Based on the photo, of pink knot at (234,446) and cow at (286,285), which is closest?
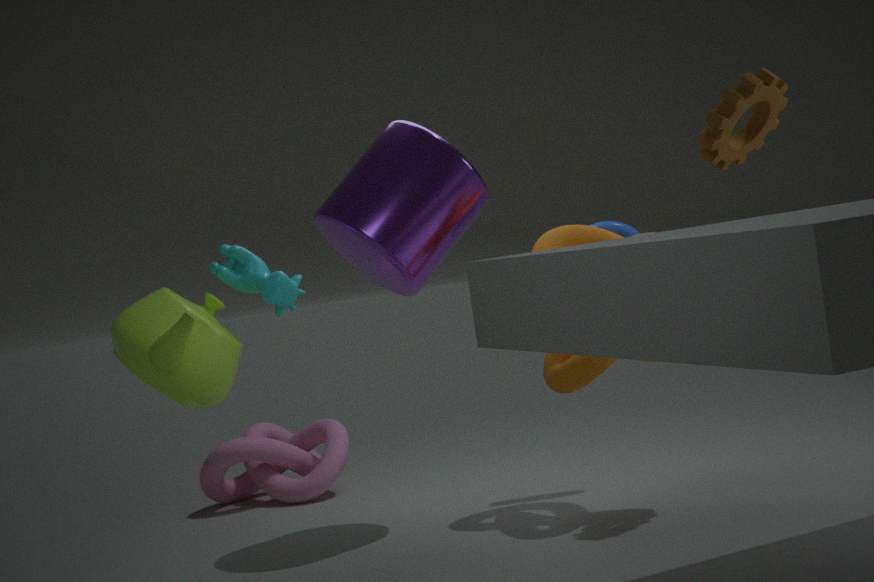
cow at (286,285)
